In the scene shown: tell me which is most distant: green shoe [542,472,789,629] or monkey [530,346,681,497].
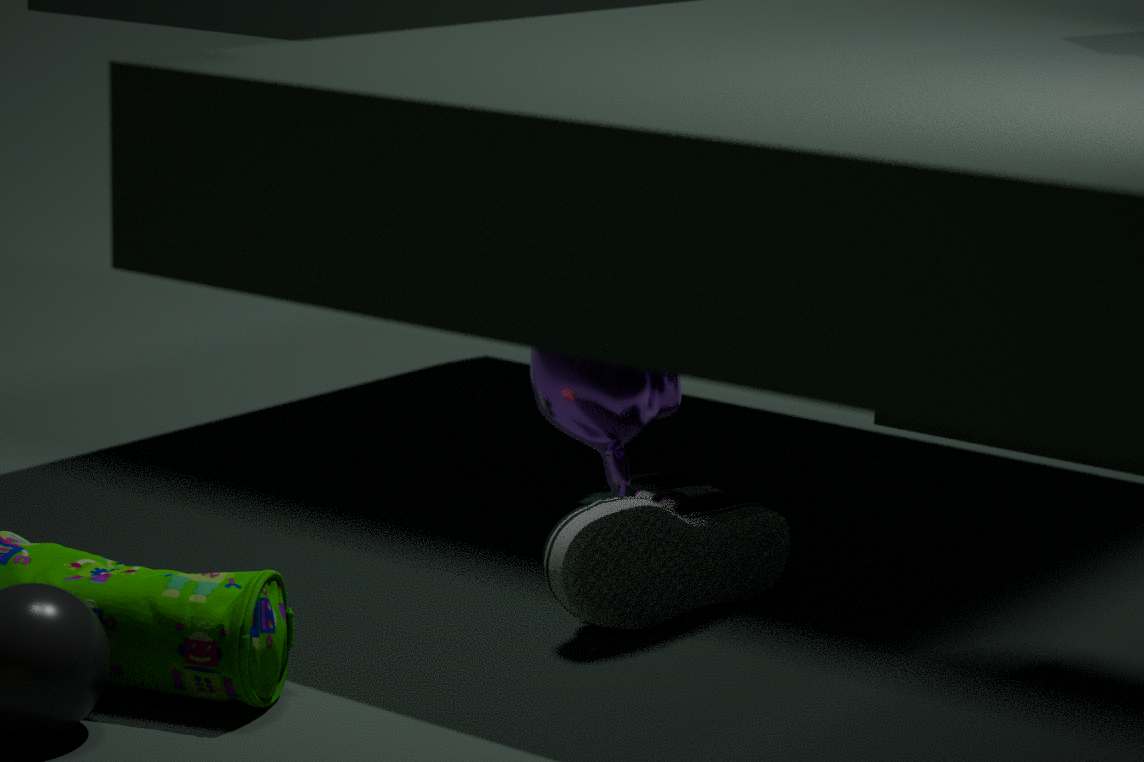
green shoe [542,472,789,629]
